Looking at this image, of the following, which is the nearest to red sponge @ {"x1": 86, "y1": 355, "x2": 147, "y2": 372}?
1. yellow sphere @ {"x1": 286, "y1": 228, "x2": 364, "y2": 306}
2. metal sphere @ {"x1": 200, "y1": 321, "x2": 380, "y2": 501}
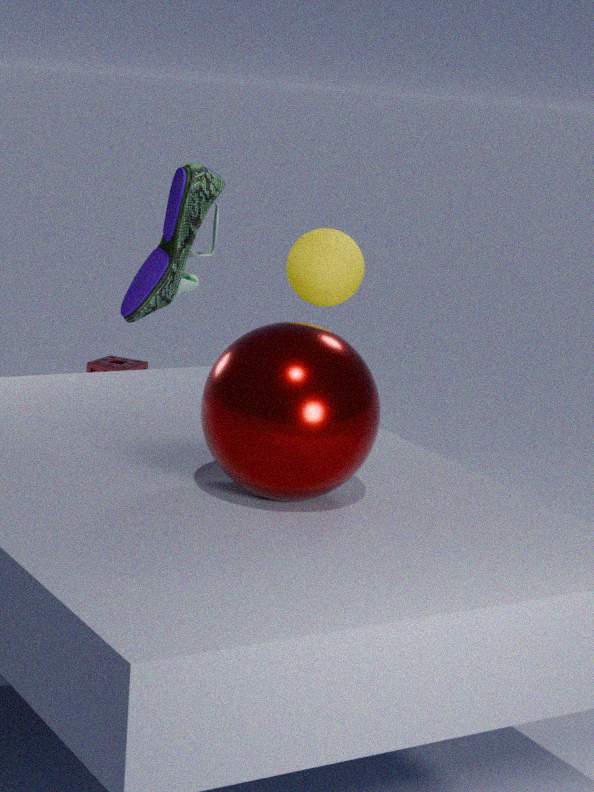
yellow sphere @ {"x1": 286, "y1": 228, "x2": 364, "y2": 306}
